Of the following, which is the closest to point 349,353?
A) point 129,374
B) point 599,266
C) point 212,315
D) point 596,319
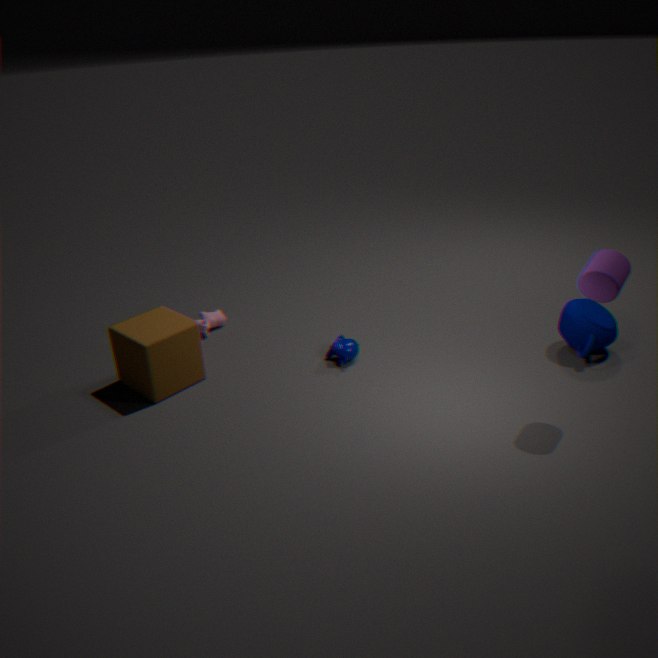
point 212,315
